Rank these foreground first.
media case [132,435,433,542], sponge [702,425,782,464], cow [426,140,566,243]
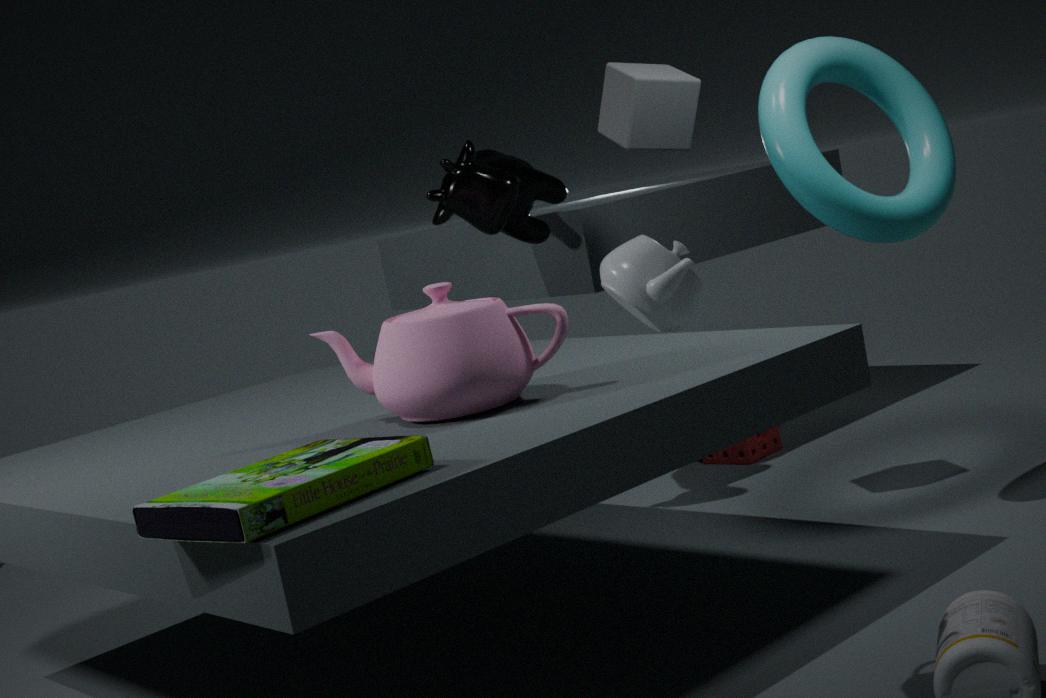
media case [132,435,433,542] < cow [426,140,566,243] < sponge [702,425,782,464]
